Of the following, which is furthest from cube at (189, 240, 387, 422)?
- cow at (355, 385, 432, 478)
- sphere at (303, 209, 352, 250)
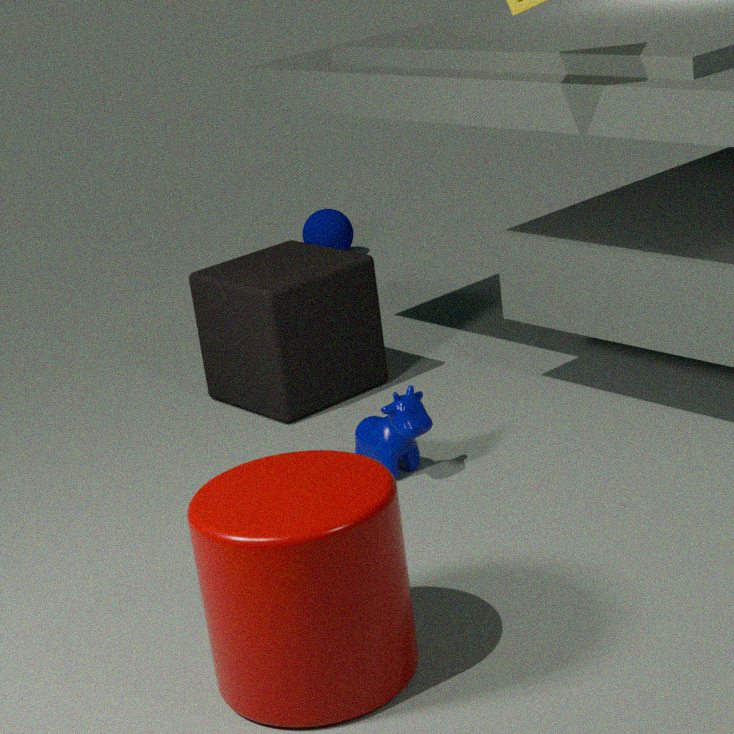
sphere at (303, 209, 352, 250)
